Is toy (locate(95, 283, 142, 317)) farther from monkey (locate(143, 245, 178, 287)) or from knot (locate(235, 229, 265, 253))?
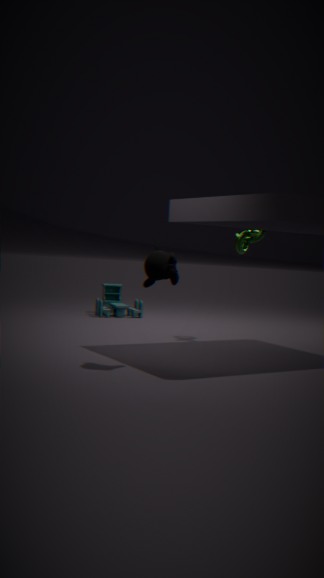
monkey (locate(143, 245, 178, 287))
